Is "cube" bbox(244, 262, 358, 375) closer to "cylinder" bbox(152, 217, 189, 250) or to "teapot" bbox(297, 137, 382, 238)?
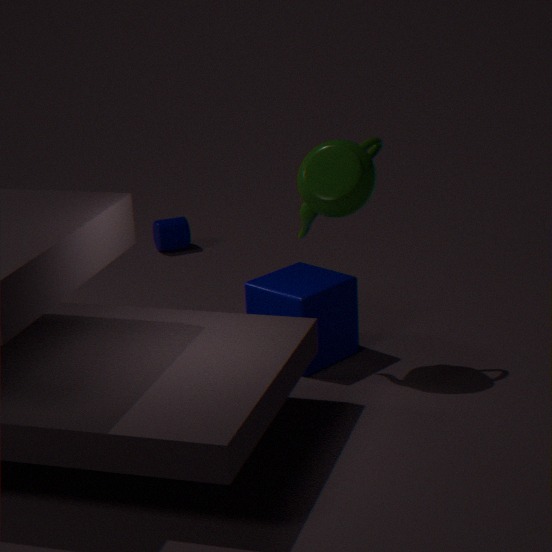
"teapot" bbox(297, 137, 382, 238)
